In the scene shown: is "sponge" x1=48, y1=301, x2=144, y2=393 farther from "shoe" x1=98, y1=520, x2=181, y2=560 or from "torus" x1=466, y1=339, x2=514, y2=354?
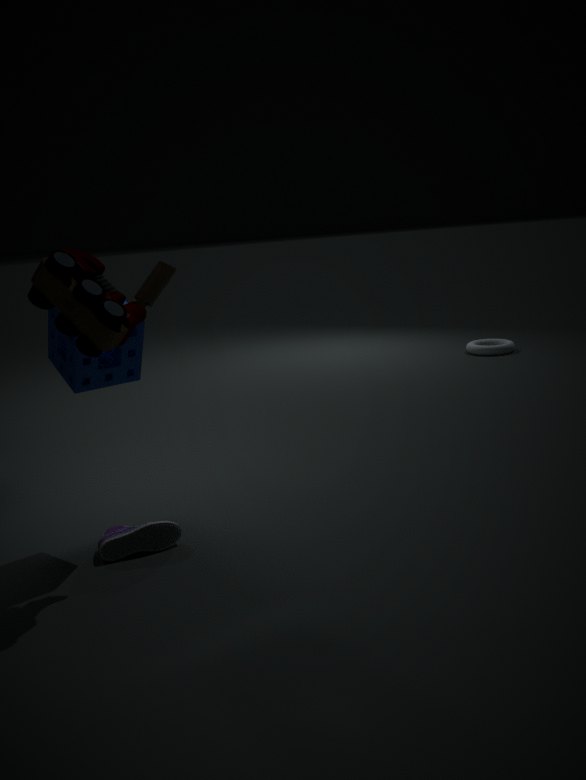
"torus" x1=466, y1=339, x2=514, y2=354
